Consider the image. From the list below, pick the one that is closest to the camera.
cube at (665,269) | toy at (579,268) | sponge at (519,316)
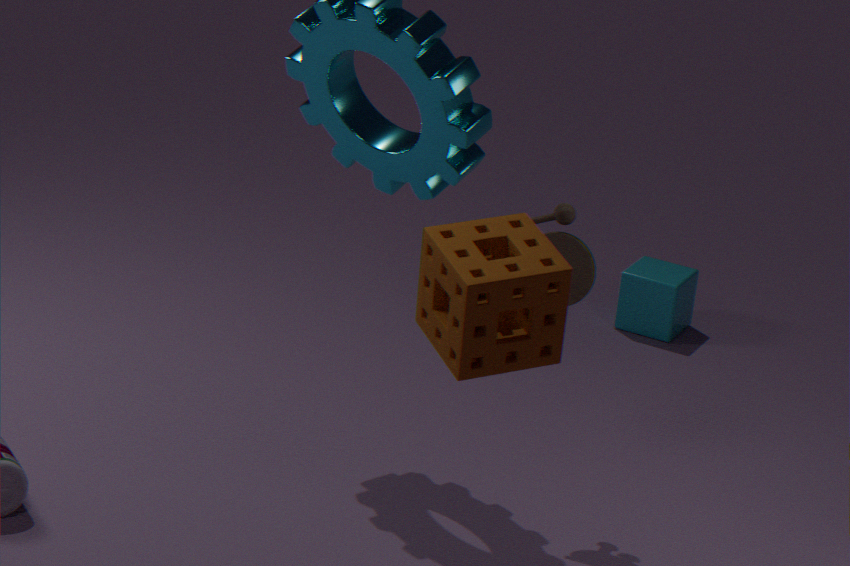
sponge at (519,316)
